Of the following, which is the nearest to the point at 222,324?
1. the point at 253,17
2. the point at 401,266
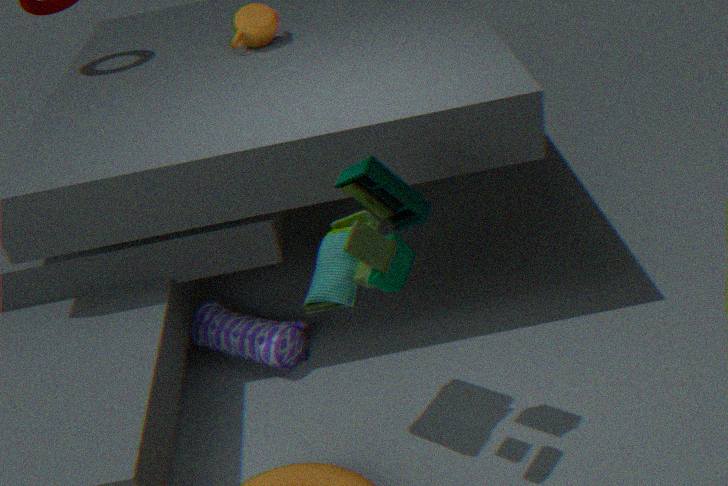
the point at 401,266
